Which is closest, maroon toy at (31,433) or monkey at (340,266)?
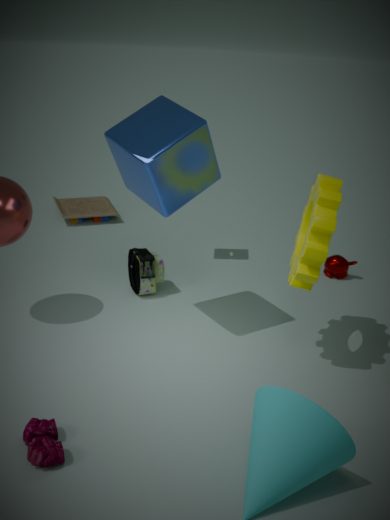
maroon toy at (31,433)
